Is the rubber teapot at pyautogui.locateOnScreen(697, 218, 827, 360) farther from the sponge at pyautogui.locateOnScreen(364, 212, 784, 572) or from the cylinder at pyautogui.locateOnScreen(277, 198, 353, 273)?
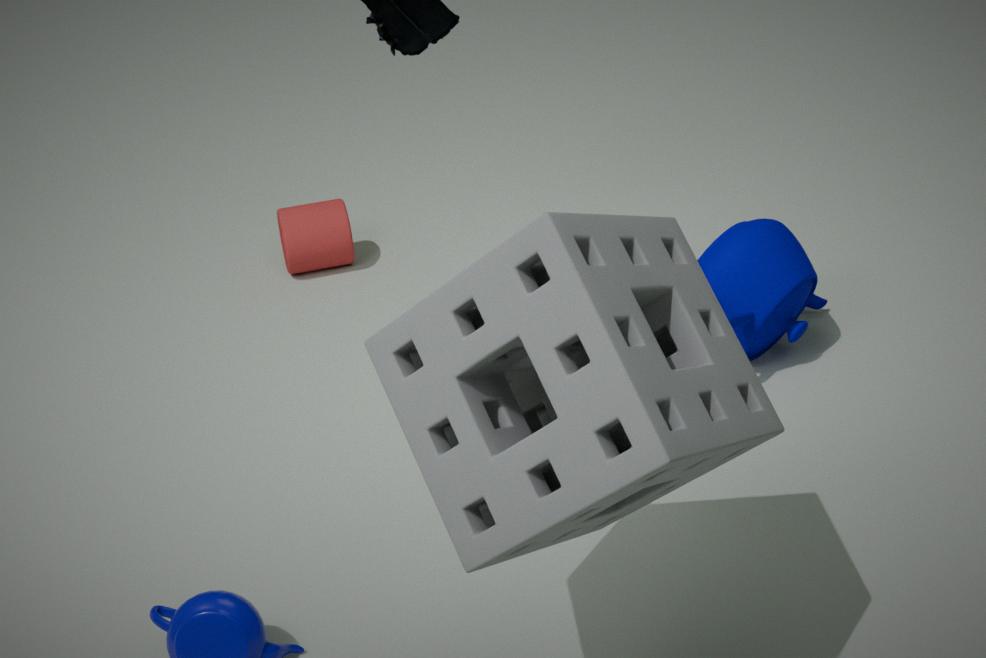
the cylinder at pyautogui.locateOnScreen(277, 198, 353, 273)
